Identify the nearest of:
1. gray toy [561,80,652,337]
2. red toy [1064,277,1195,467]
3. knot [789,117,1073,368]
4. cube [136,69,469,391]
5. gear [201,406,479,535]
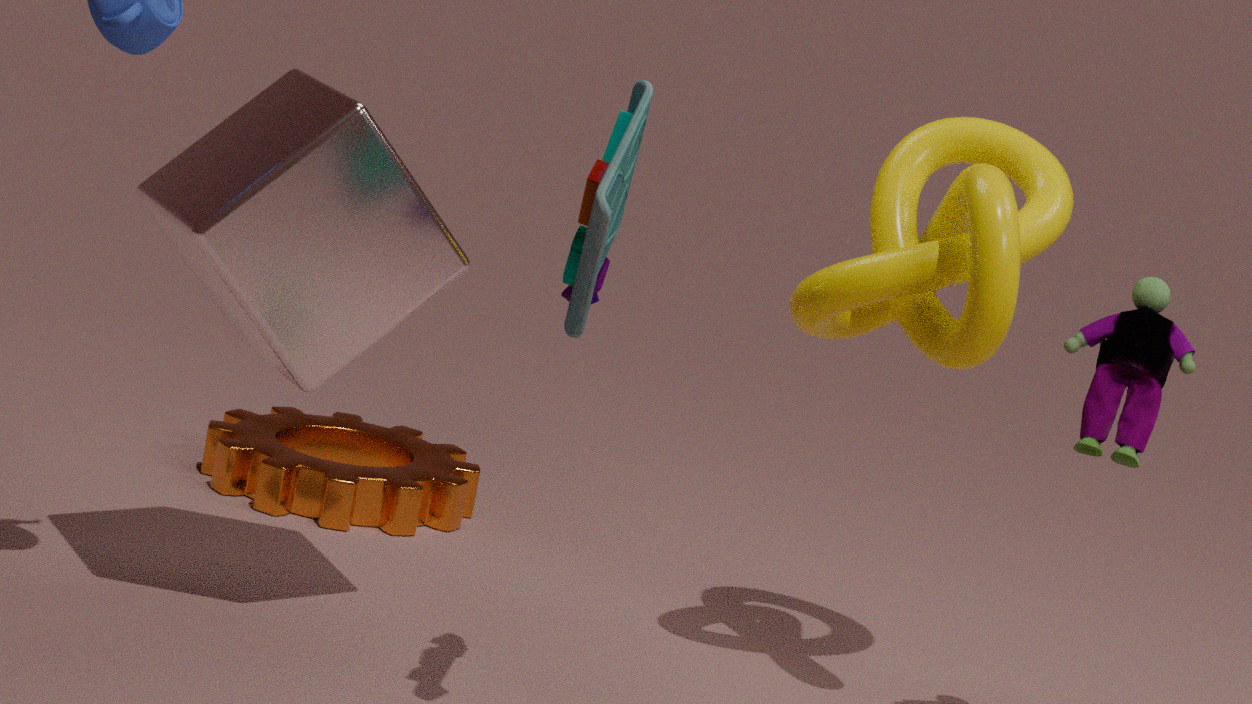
gray toy [561,80,652,337]
